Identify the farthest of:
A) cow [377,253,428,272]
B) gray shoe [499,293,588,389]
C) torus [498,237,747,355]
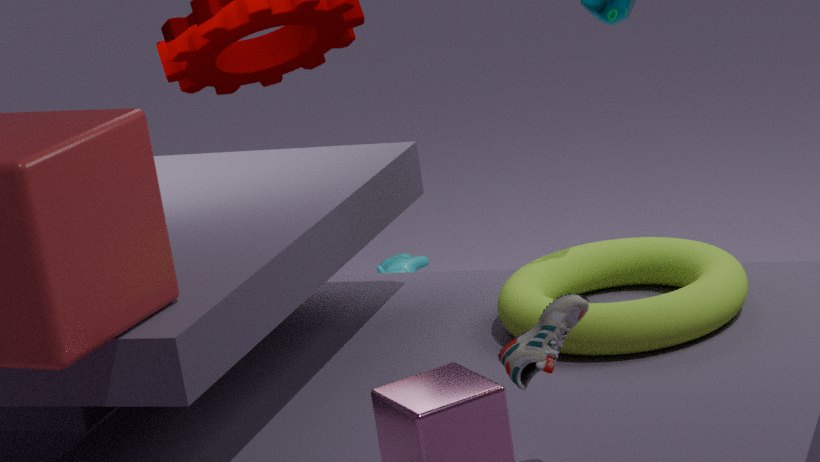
A. cow [377,253,428,272]
